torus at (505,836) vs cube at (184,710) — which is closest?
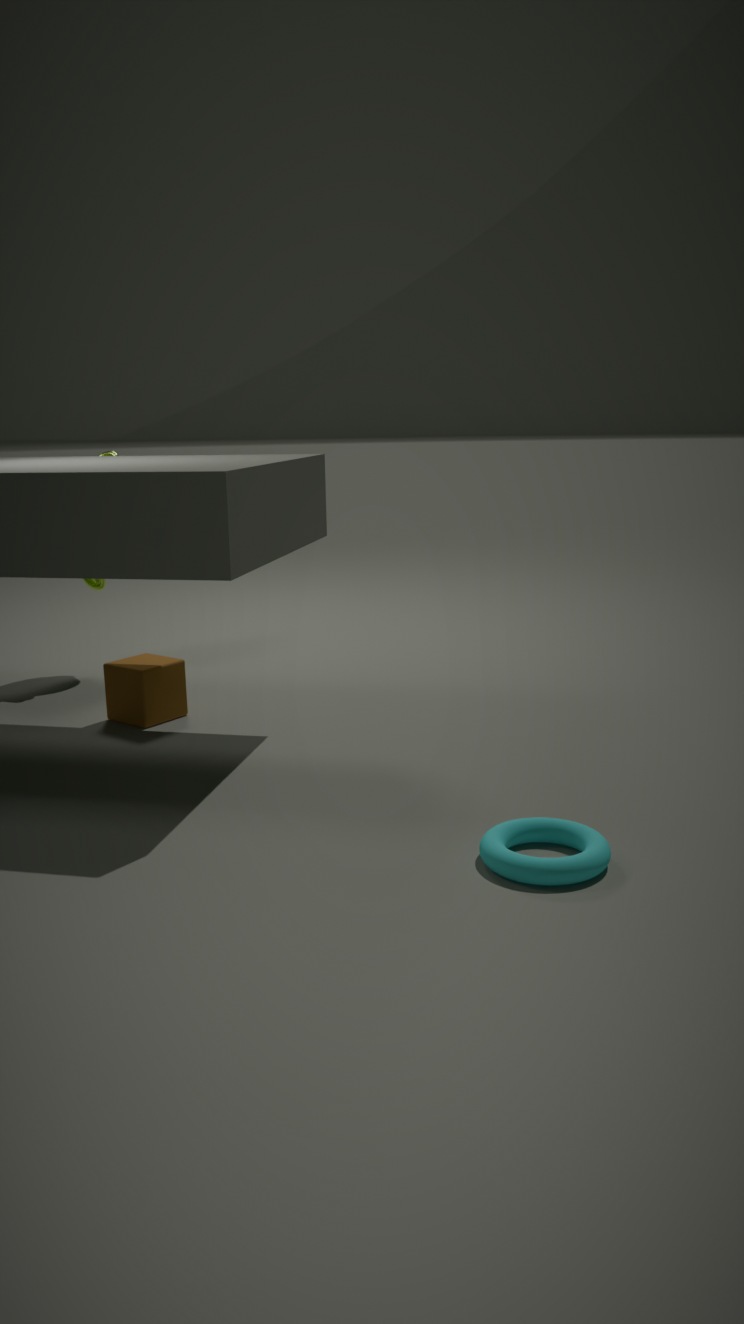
torus at (505,836)
